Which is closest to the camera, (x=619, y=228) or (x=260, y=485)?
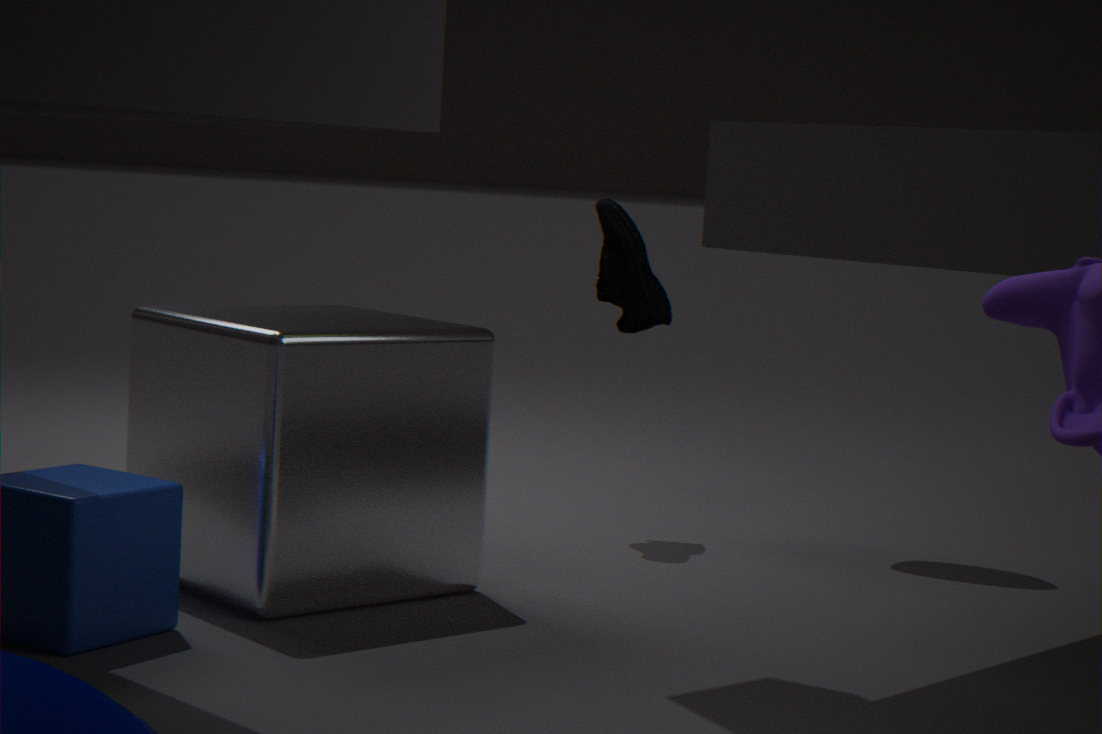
(x=260, y=485)
